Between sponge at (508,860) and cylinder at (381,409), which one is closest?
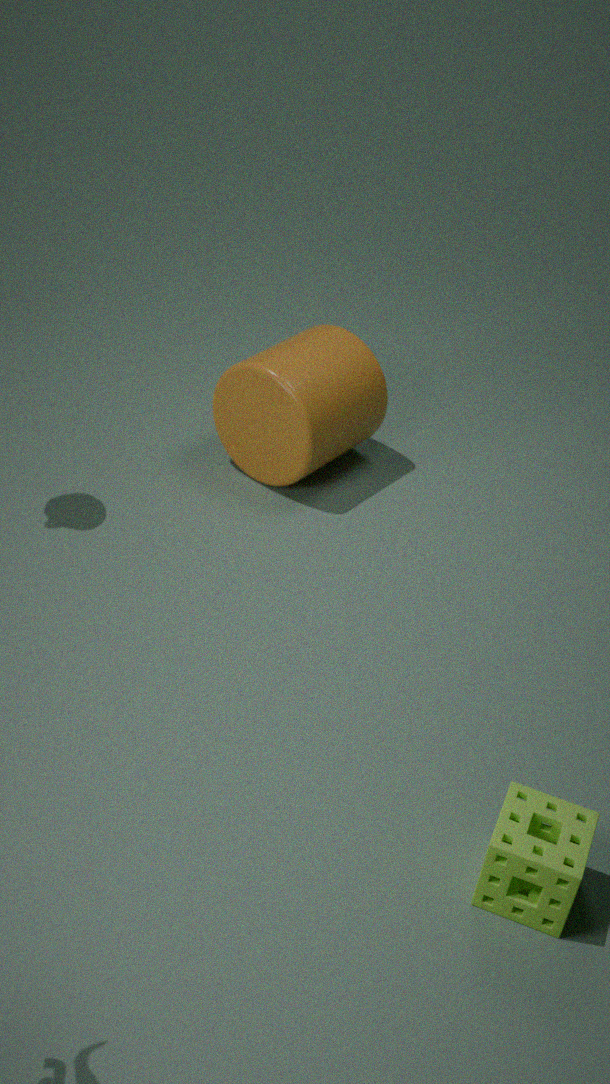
sponge at (508,860)
